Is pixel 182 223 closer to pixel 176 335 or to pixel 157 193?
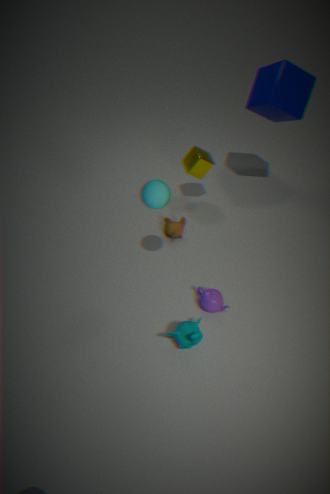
pixel 157 193
